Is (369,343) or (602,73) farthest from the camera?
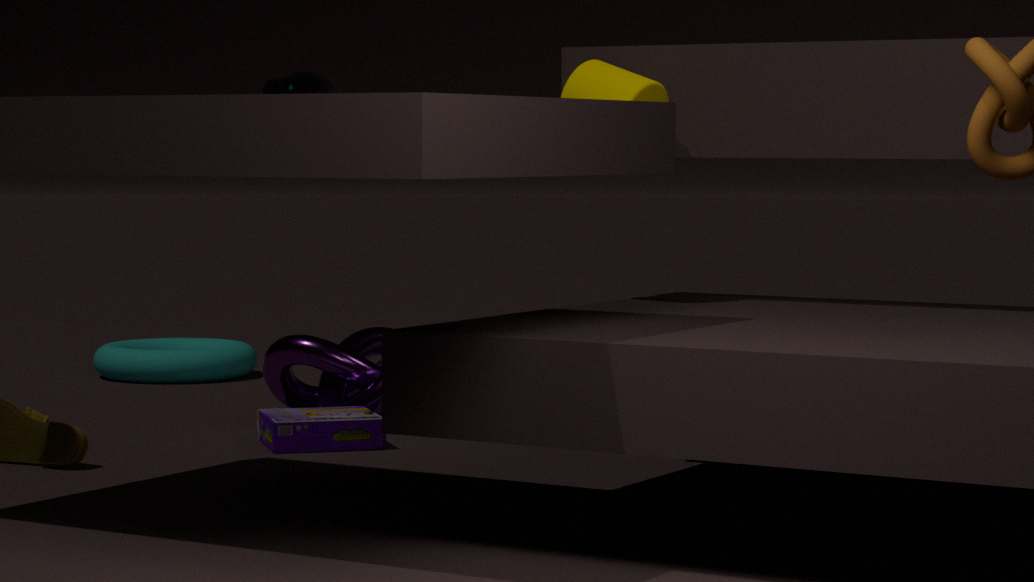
(369,343)
